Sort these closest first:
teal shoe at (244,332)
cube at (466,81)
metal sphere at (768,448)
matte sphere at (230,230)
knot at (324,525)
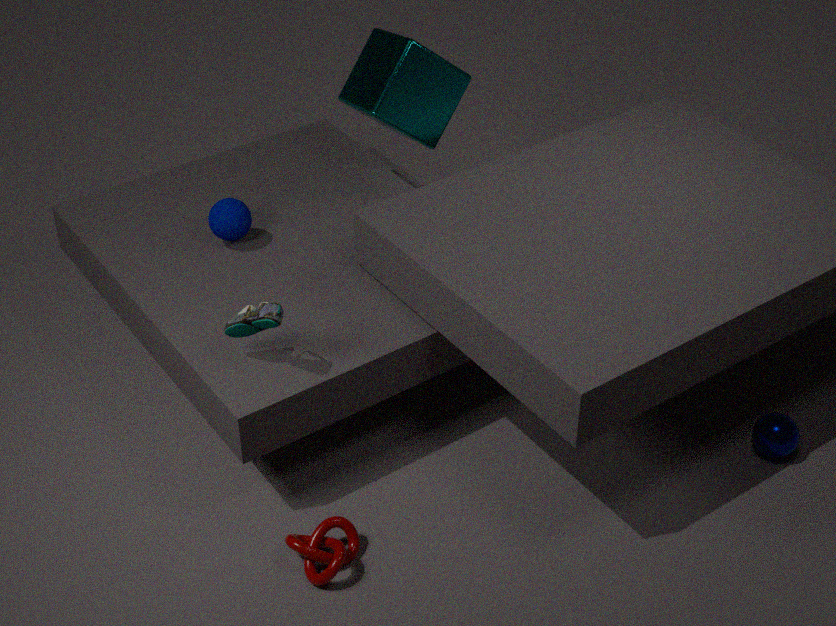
1. knot at (324,525)
2. teal shoe at (244,332)
3. metal sphere at (768,448)
4. matte sphere at (230,230)
5. cube at (466,81)
